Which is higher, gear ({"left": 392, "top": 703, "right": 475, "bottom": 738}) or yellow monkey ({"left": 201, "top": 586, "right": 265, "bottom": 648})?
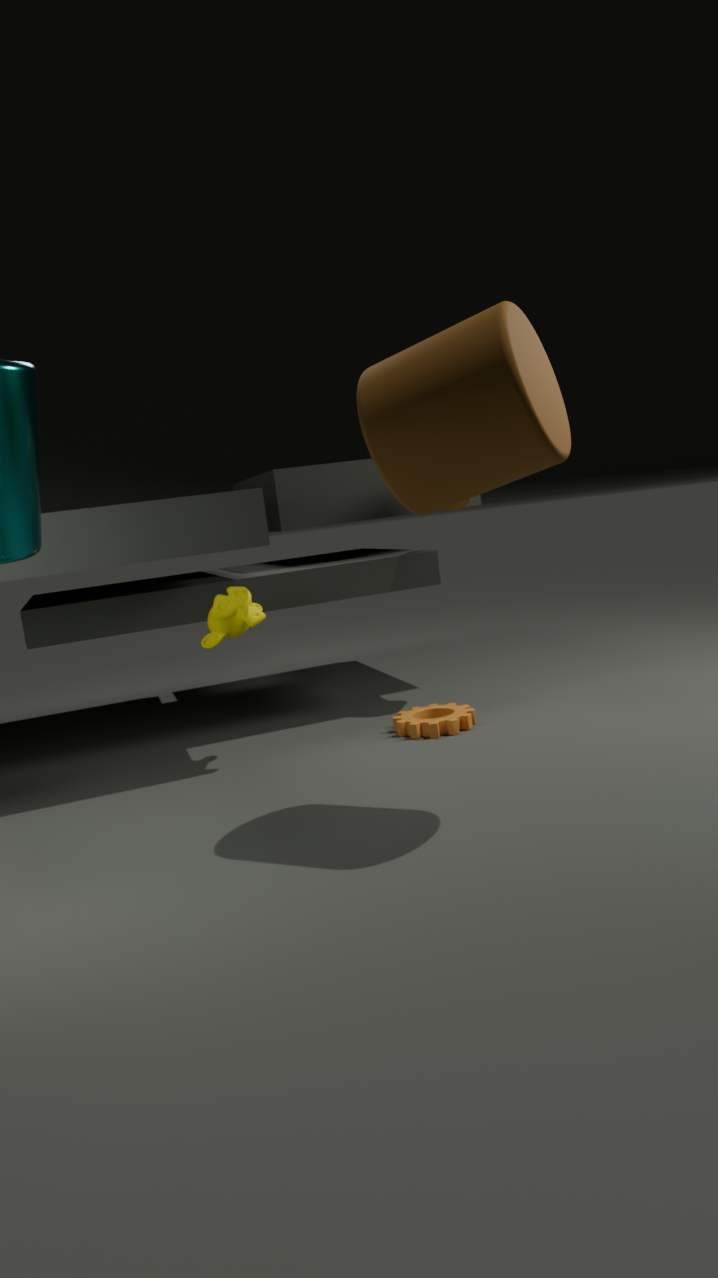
yellow monkey ({"left": 201, "top": 586, "right": 265, "bottom": 648})
